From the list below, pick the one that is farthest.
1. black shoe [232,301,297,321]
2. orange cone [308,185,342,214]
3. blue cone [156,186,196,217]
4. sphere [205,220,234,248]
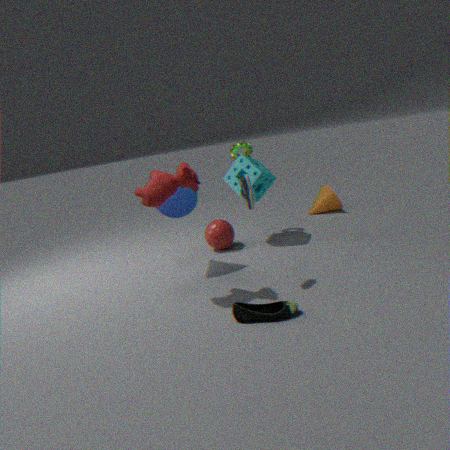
orange cone [308,185,342,214]
